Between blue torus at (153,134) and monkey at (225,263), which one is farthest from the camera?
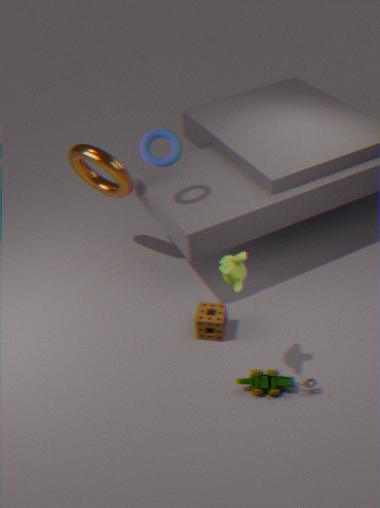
blue torus at (153,134)
